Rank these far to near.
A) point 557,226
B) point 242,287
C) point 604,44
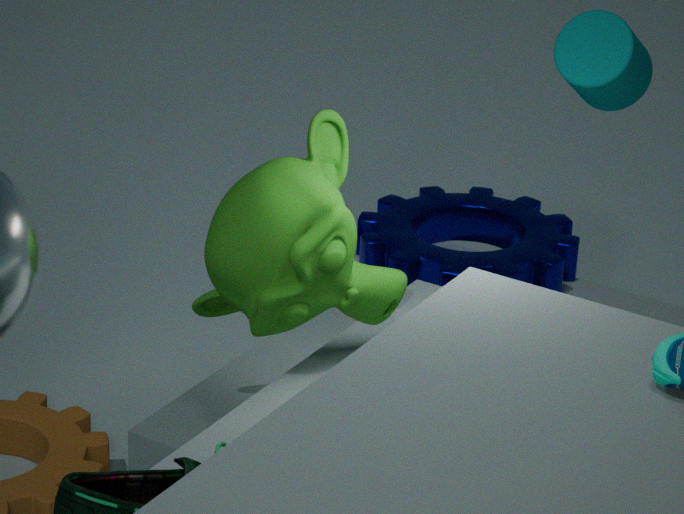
1. point 557,226
2. point 604,44
3. point 242,287
